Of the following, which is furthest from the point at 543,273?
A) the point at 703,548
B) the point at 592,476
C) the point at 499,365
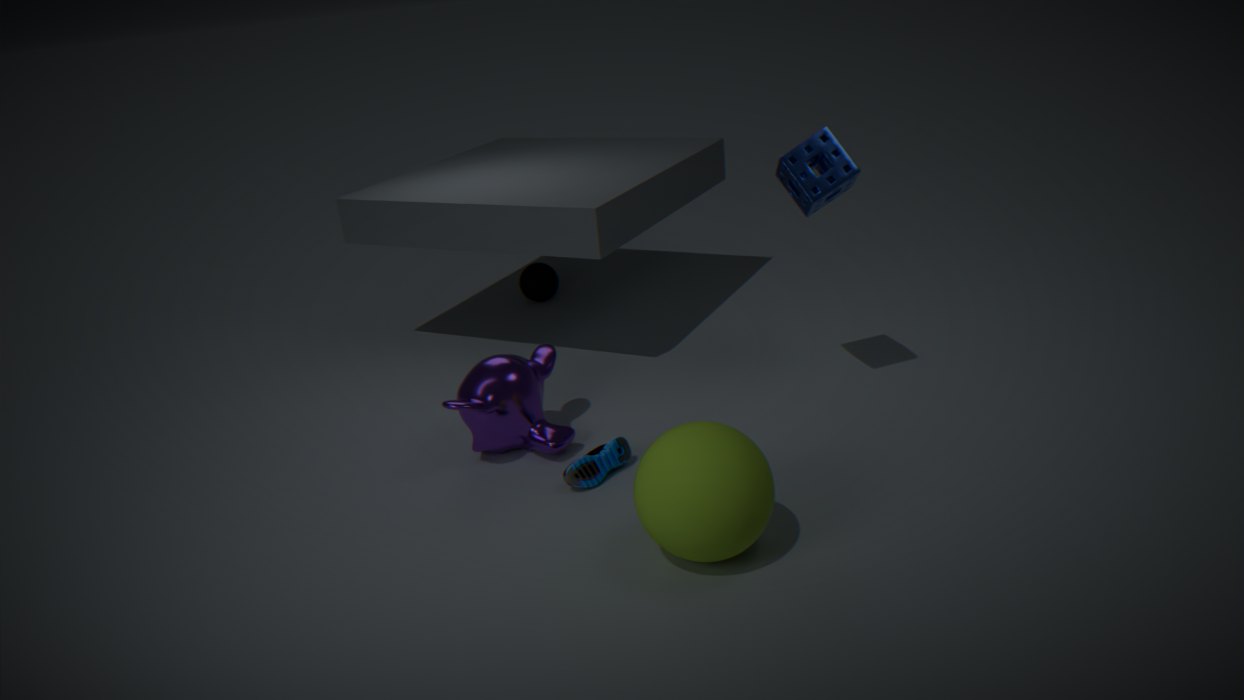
the point at 703,548
